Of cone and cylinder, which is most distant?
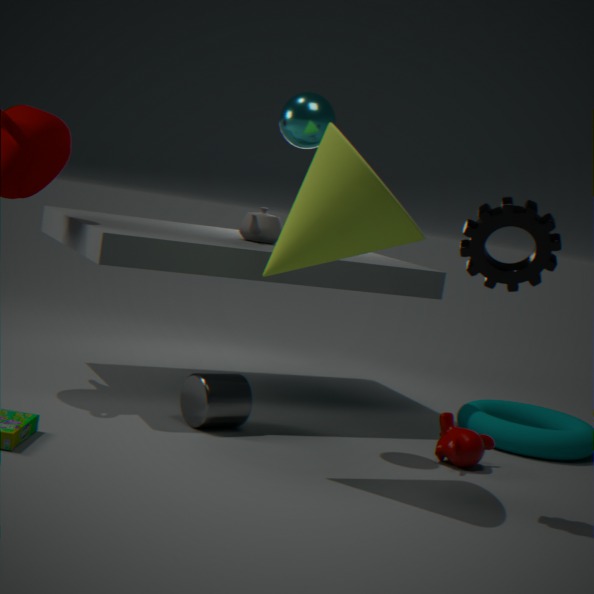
cylinder
